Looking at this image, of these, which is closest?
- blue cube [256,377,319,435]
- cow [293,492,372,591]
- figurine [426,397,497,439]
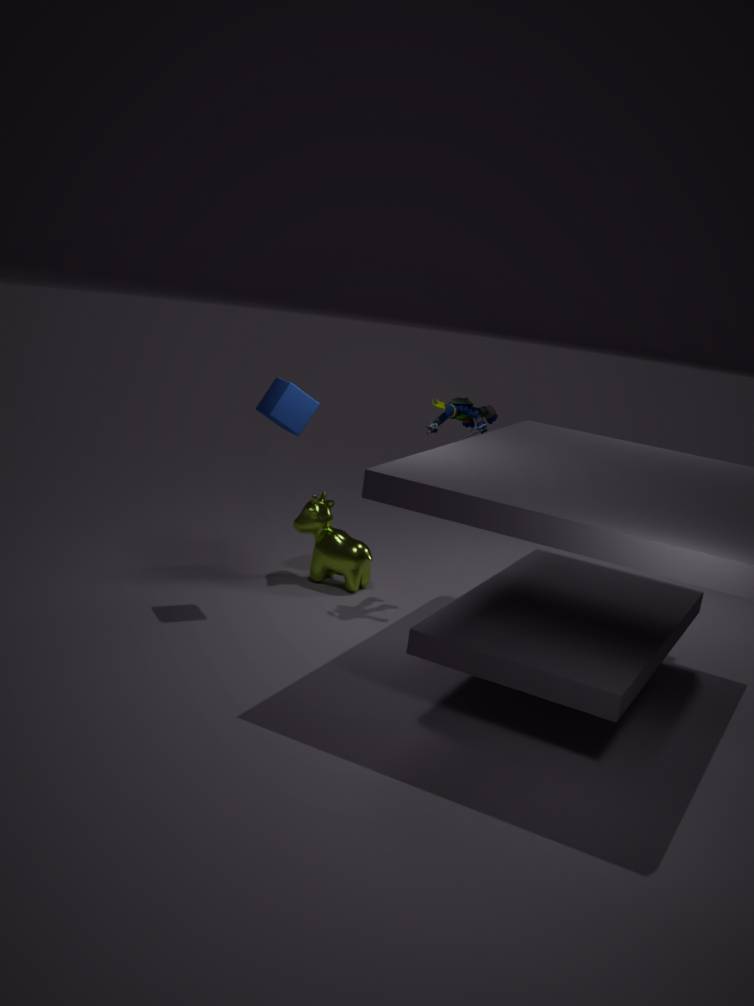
blue cube [256,377,319,435]
